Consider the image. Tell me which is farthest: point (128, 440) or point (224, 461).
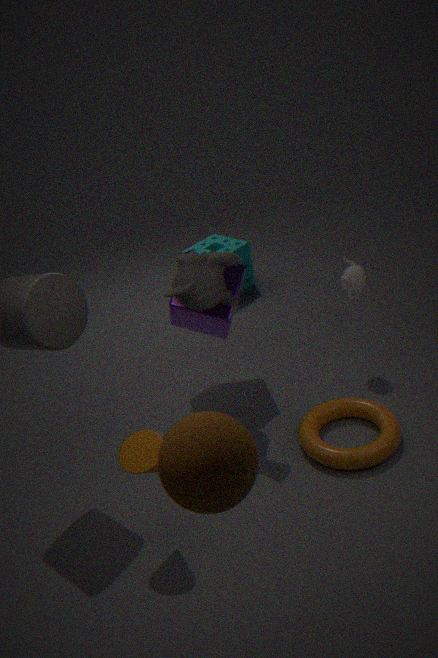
point (128, 440)
